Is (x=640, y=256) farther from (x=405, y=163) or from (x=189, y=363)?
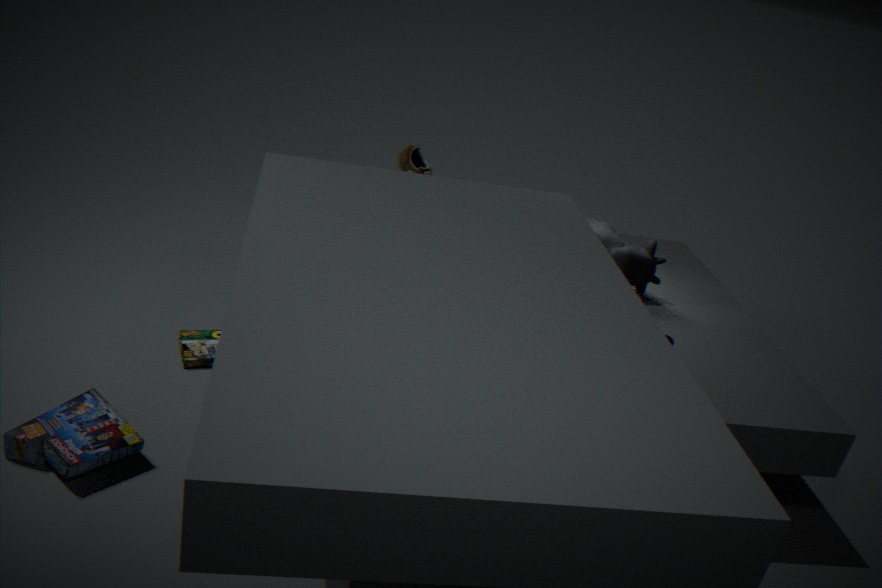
(x=189, y=363)
